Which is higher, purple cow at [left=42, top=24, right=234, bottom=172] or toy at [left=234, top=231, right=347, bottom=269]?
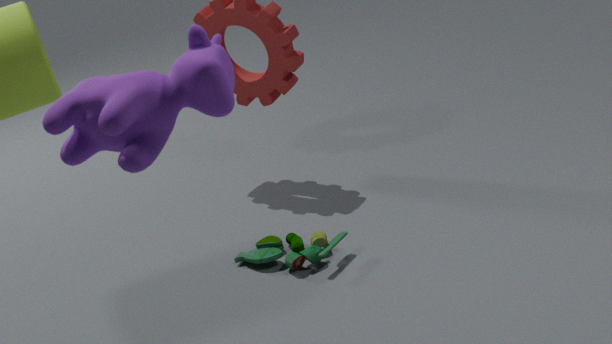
purple cow at [left=42, top=24, right=234, bottom=172]
